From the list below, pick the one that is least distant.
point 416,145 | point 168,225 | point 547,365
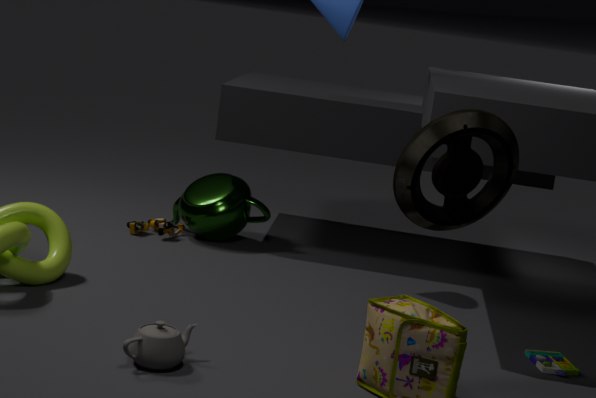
point 416,145
